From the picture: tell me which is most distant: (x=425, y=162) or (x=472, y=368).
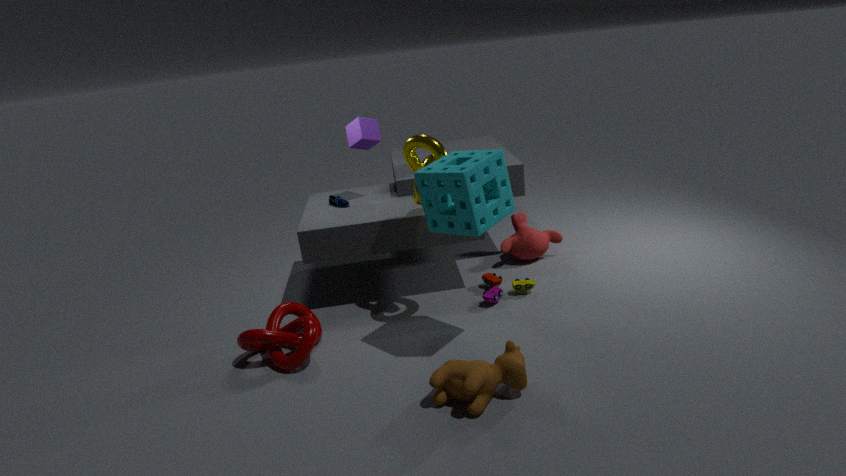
(x=425, y=162)
